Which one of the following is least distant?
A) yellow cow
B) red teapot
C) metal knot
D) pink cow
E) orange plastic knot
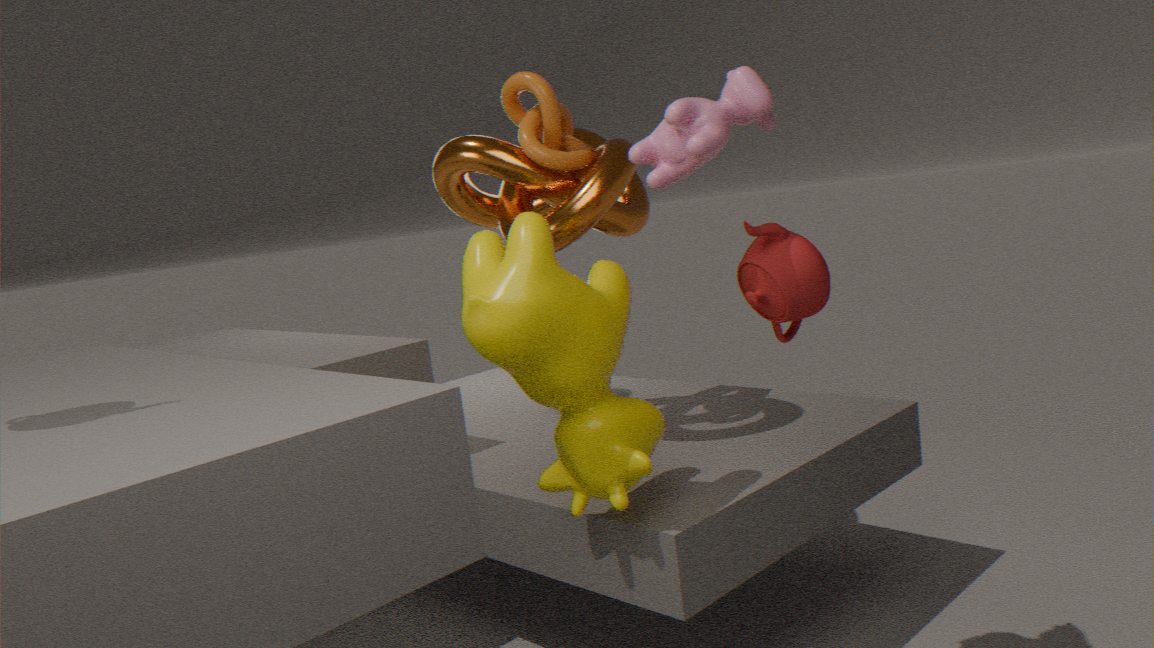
pink cow
